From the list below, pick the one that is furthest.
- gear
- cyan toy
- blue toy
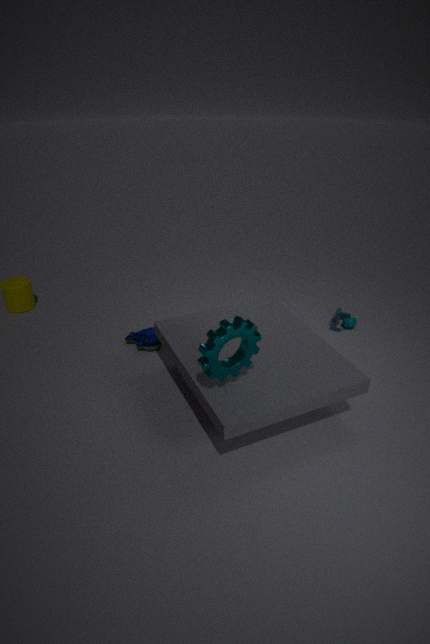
cyan toy
